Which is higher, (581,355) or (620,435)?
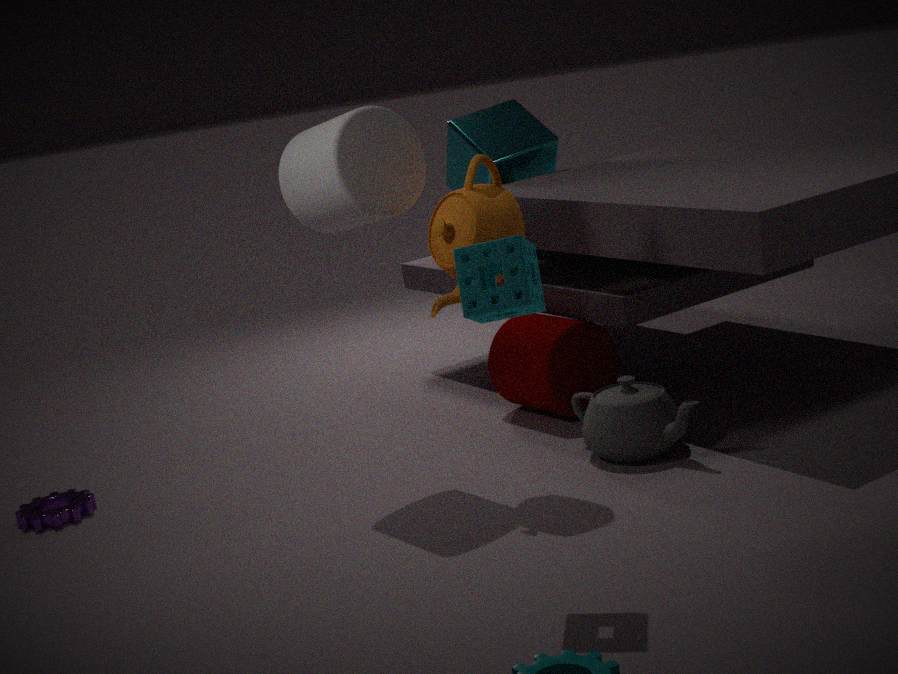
(581,355)
